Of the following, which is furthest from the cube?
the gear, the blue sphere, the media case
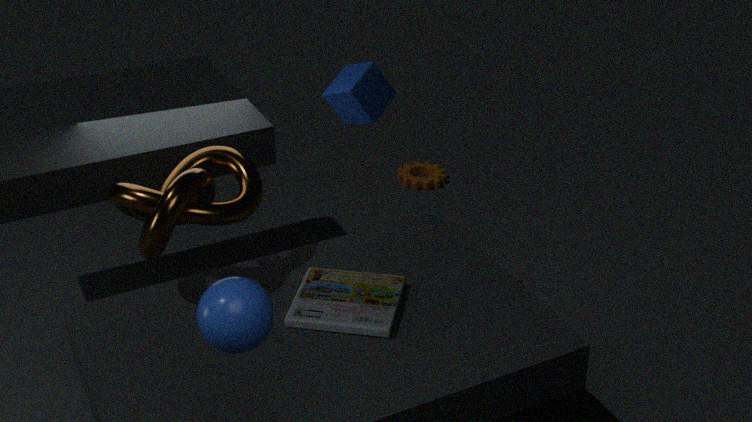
the blue sphere
